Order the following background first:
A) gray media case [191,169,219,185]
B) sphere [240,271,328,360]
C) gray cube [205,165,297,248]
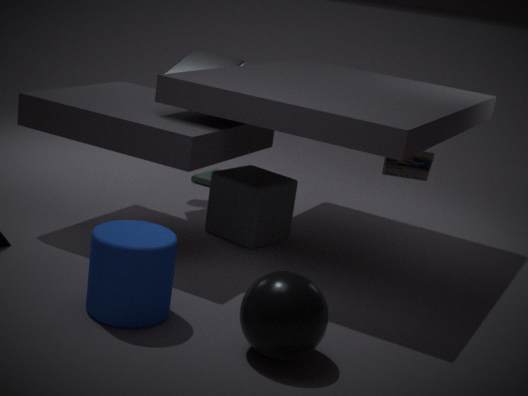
gray media case [191,169,219,185], gray cube [205,165,297,248], sphere [240,271,328,360]
